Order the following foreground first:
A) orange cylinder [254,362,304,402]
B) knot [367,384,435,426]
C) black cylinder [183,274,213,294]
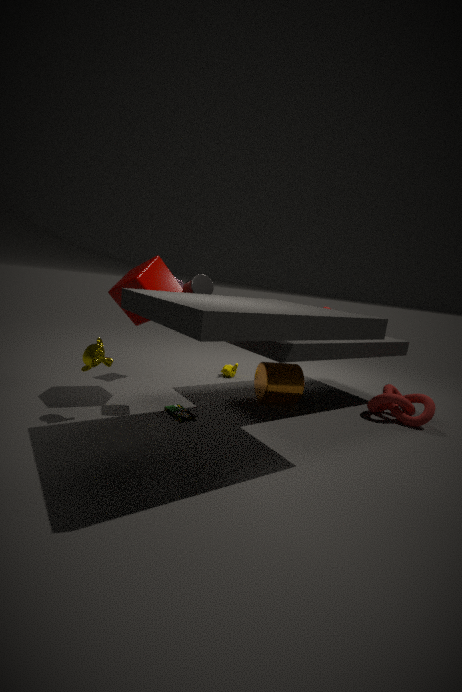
black cylinder [183,274,213,294] → knot [367,384,435,426] → orange cylinder [254,362,304,402]
